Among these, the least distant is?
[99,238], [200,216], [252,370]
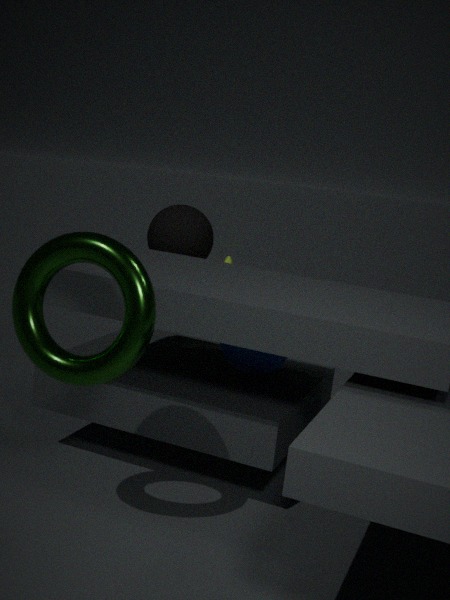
[99,238]
